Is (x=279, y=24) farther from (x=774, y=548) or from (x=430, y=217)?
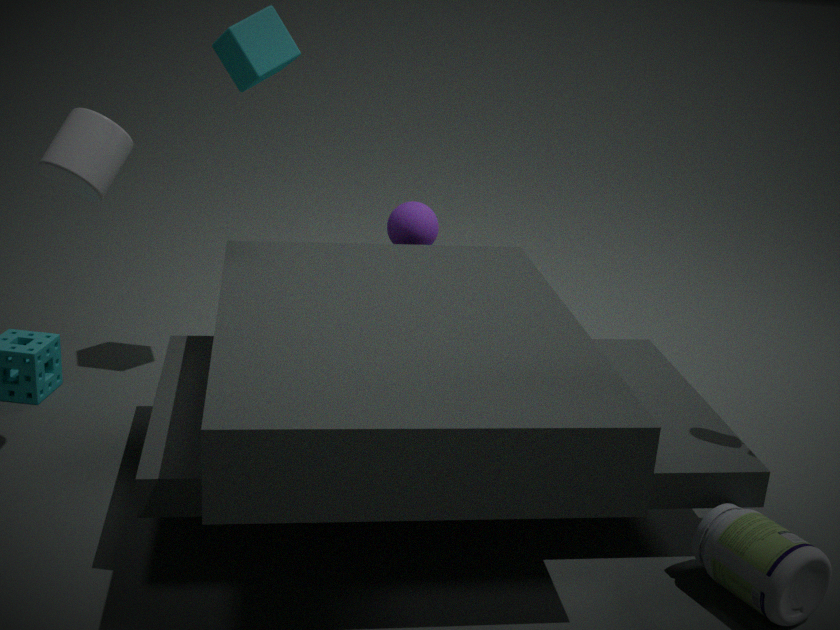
(x=774, y=548)
